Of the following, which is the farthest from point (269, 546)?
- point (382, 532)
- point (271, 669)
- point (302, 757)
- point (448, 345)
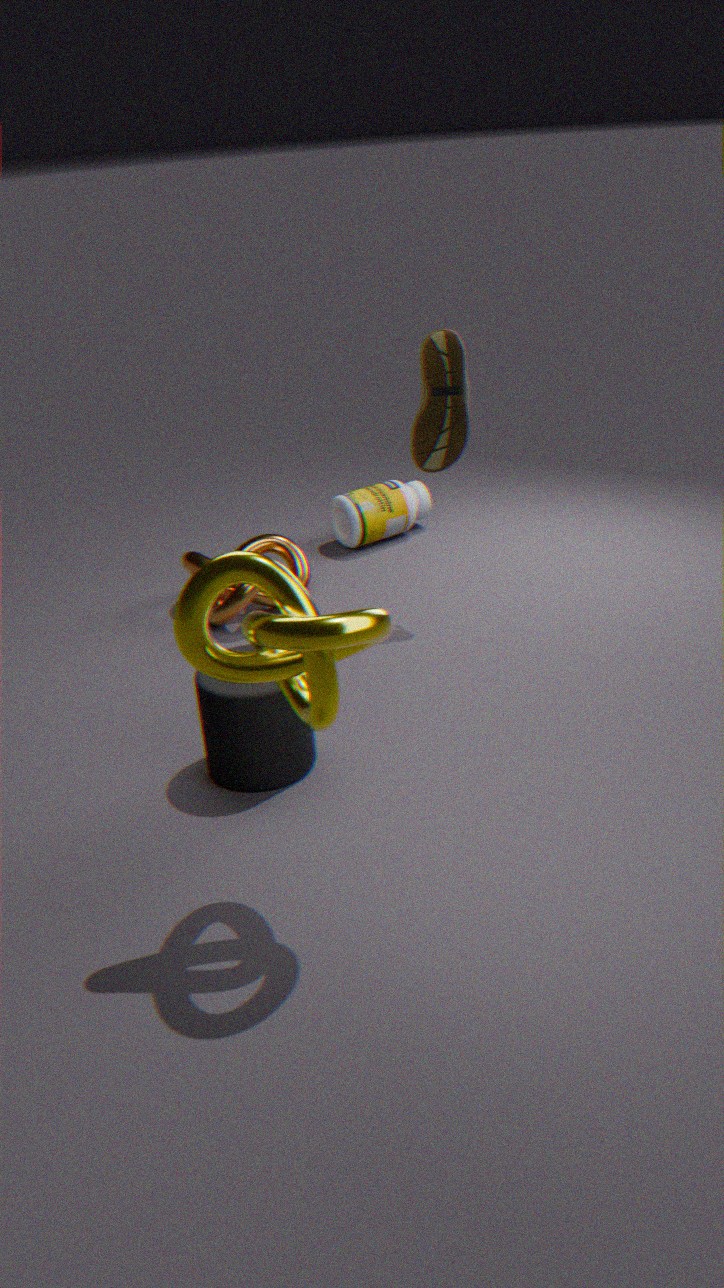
point (271, 669)
